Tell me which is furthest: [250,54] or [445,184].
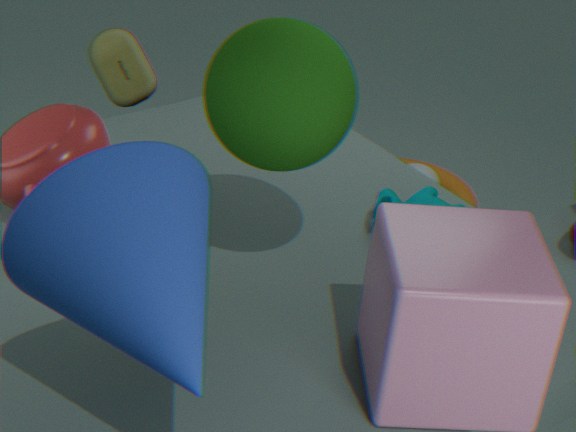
[445,184]
